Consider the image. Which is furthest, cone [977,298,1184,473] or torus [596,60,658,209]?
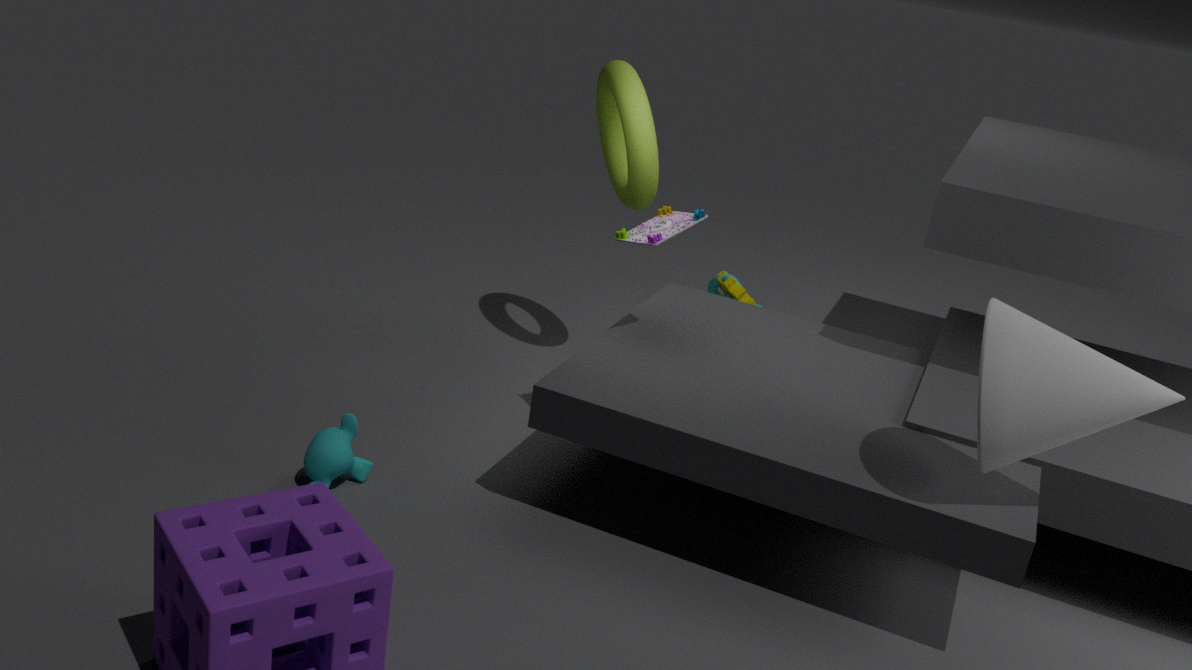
torus [596,60,658,209]
